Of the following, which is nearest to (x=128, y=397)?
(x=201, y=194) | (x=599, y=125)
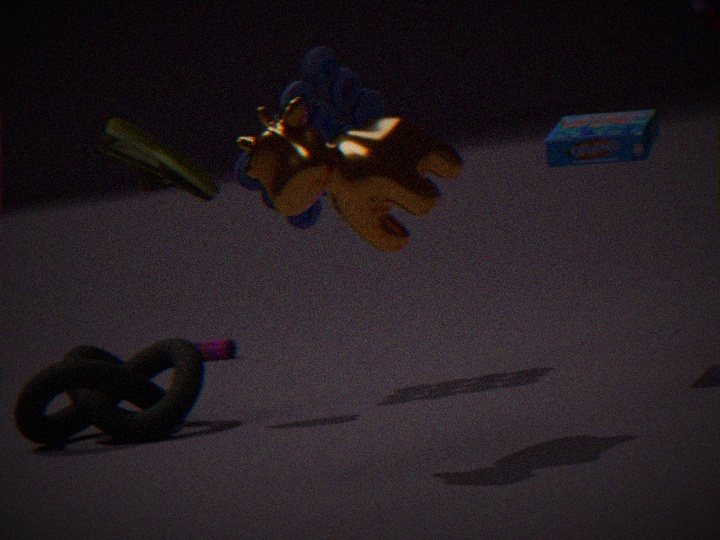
(x=201, y=194)
